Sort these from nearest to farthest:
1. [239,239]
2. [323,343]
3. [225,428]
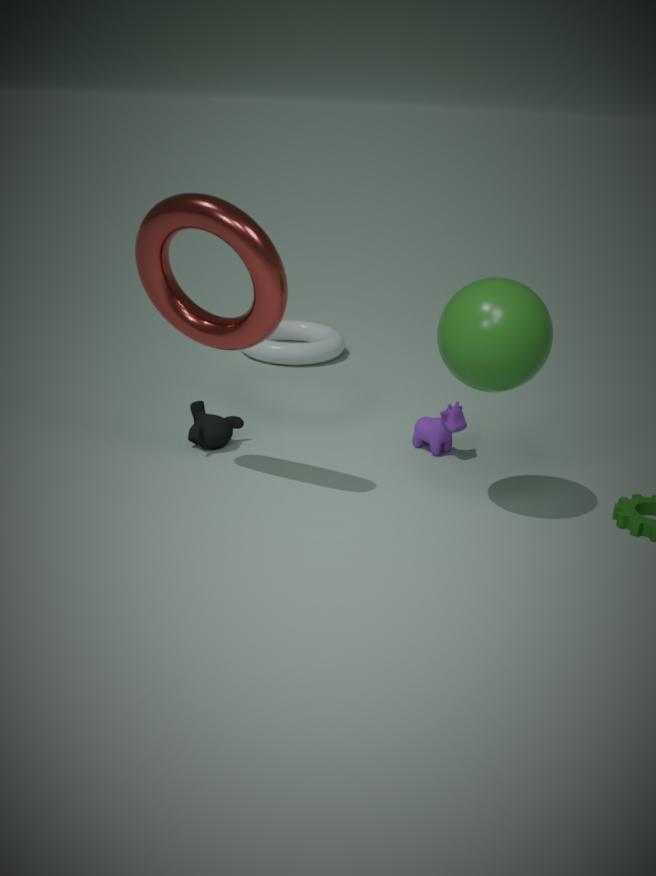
[239,239] → [225,428] → [323,343]
